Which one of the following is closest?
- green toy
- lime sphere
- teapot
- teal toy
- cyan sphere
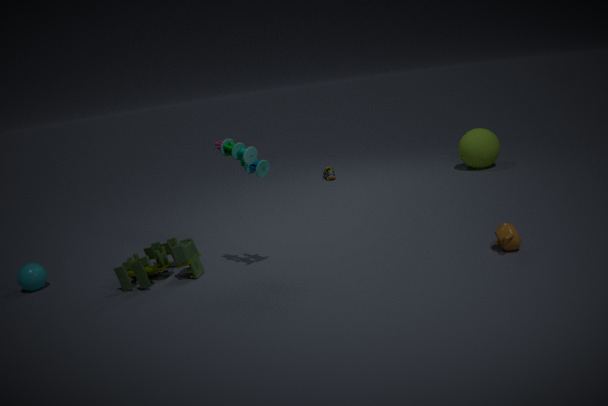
teapot
